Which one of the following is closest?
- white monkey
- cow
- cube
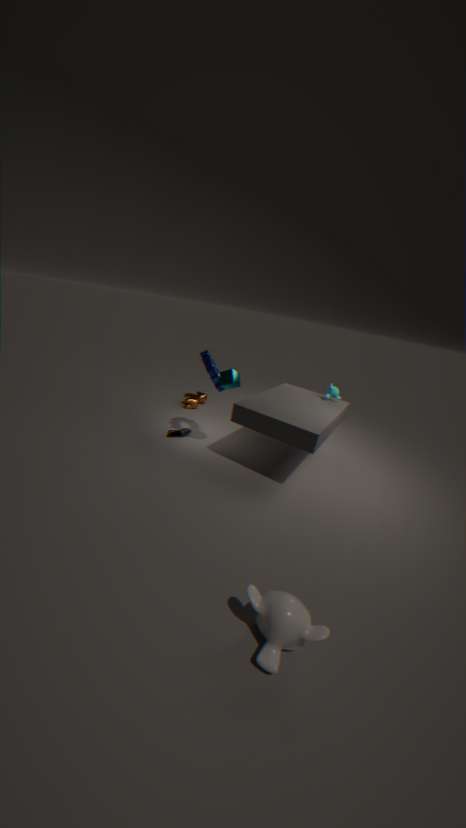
white monkey
